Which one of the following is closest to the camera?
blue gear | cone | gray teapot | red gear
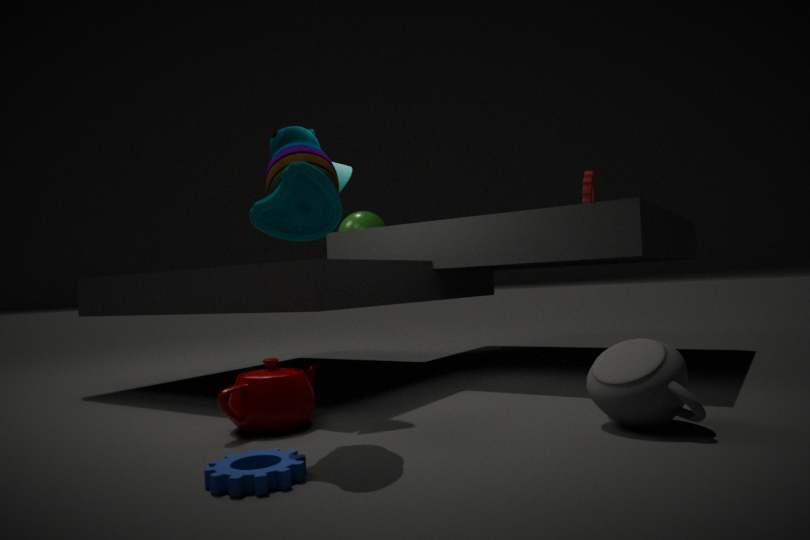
blue gear
